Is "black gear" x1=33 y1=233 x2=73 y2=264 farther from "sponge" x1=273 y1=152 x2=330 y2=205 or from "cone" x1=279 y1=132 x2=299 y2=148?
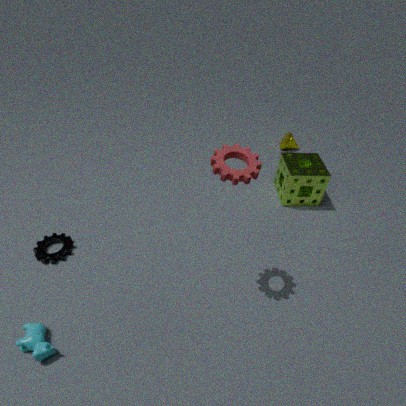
"cone" x1=279 y1=132 x2=299 y2=148
